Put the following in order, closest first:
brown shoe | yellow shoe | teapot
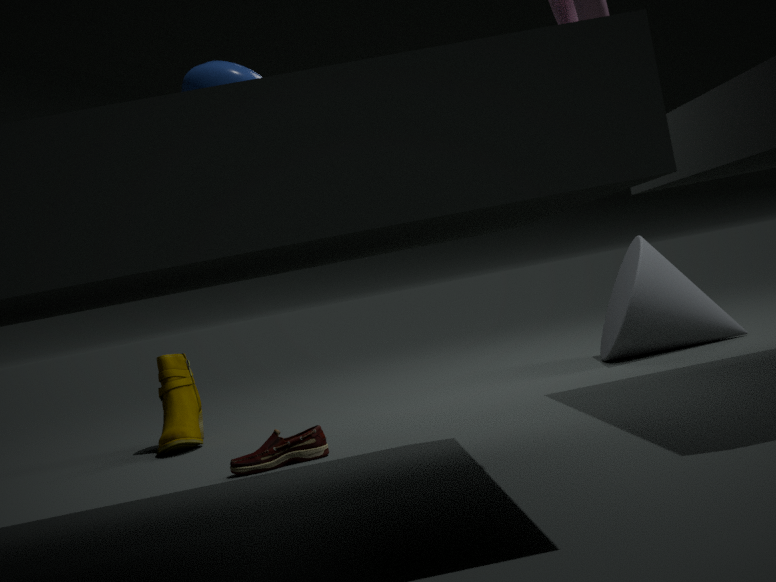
teapot, brown shoe, yellow shoe
